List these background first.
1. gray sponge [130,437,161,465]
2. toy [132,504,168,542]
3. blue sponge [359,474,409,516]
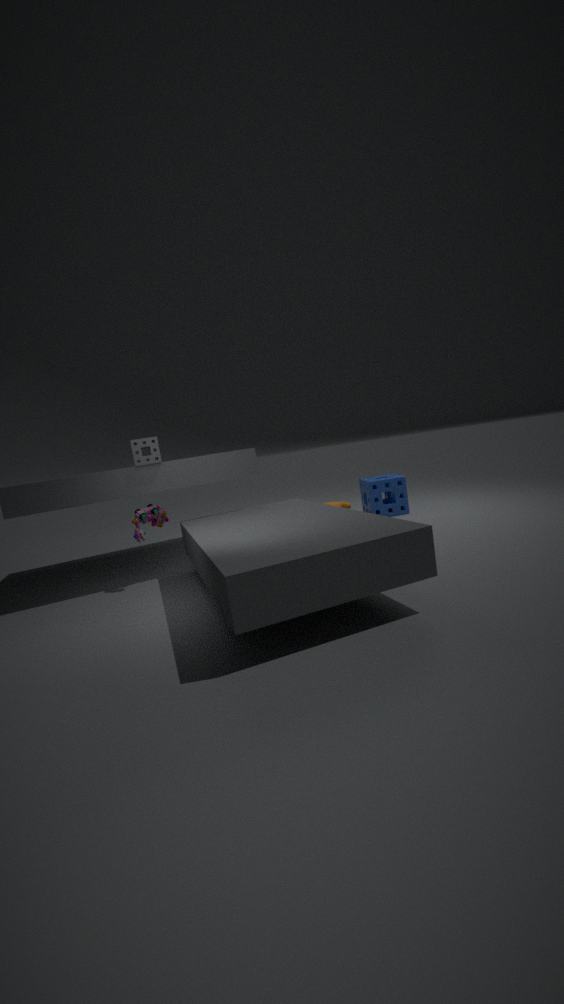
1. blue sponge [359,474,409,516]
2. toy [132,504,168,542]
3. gray sponge [130,437,161,465]
